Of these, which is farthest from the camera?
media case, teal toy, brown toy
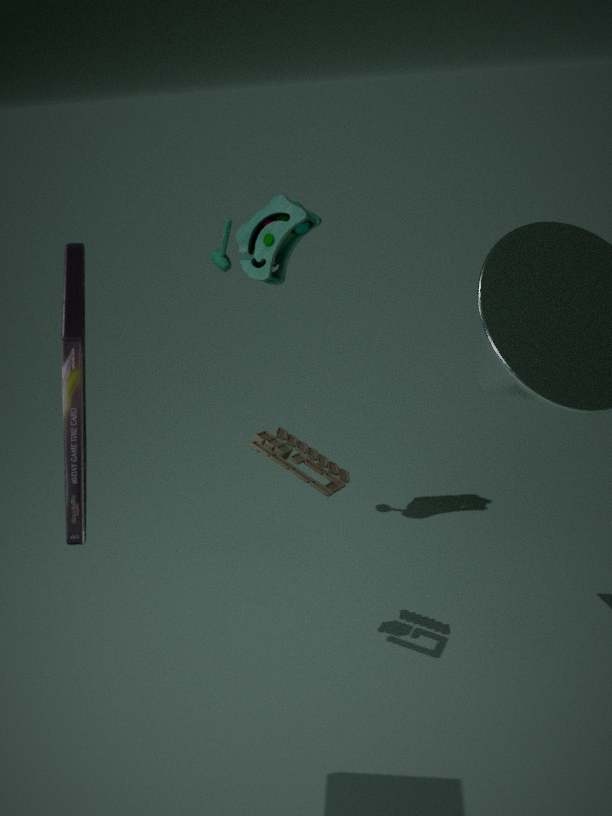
teal toy
